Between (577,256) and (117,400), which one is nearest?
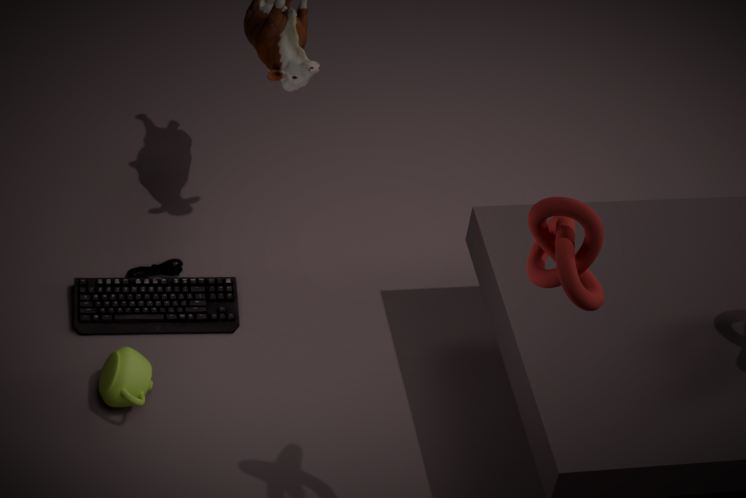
(577,256)
